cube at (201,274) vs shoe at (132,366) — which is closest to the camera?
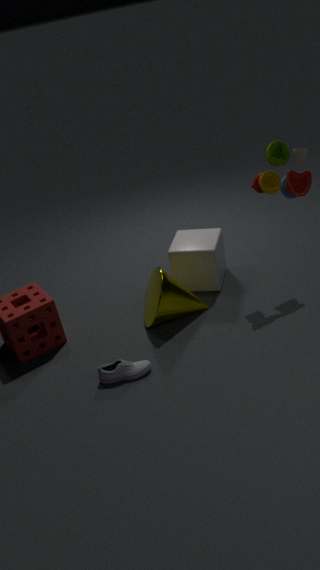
shoe at (132,366)
